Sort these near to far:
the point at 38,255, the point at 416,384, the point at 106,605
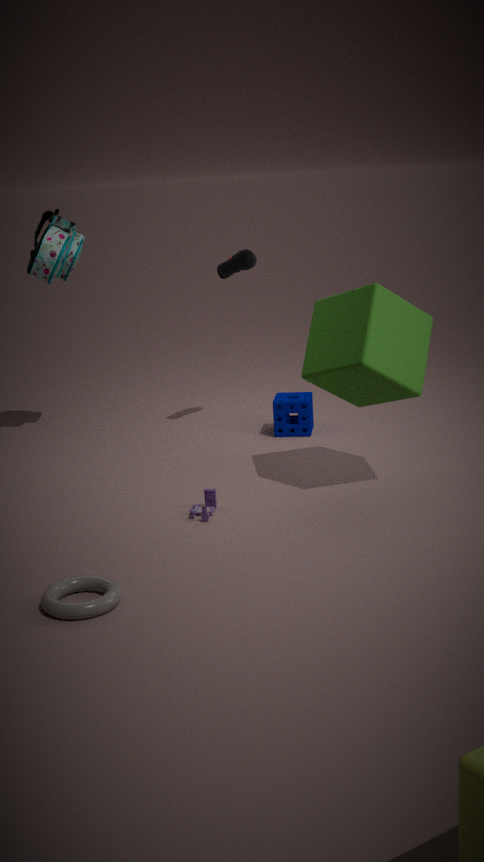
the point at 106,605 < the point at 416,384 < the point at 38,255
